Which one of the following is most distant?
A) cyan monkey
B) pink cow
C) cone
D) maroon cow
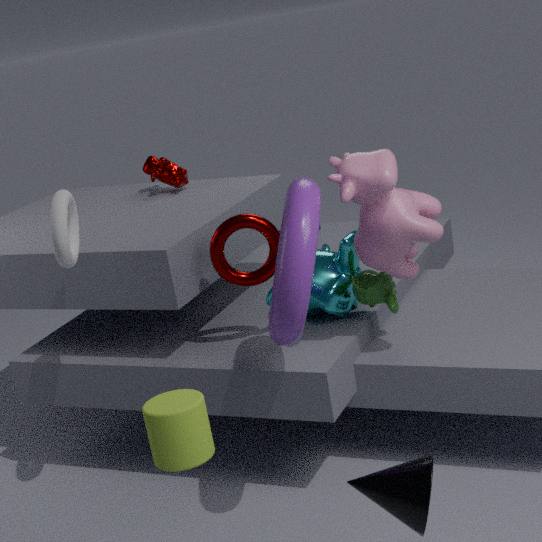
maroon cow
